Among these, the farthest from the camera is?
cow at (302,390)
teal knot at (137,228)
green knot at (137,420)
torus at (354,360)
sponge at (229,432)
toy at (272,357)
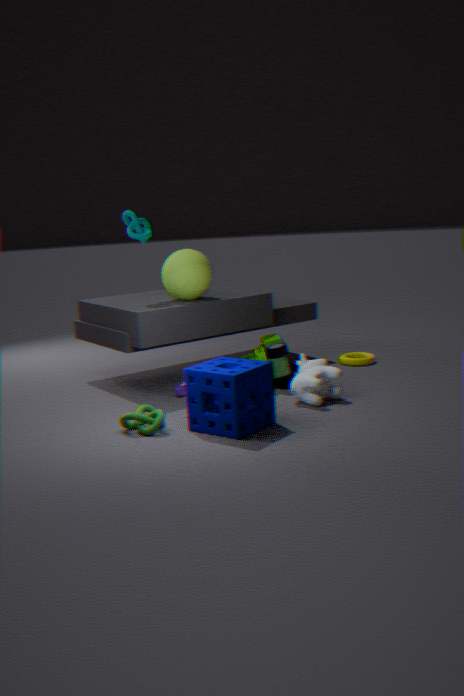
torus at (354,360)
